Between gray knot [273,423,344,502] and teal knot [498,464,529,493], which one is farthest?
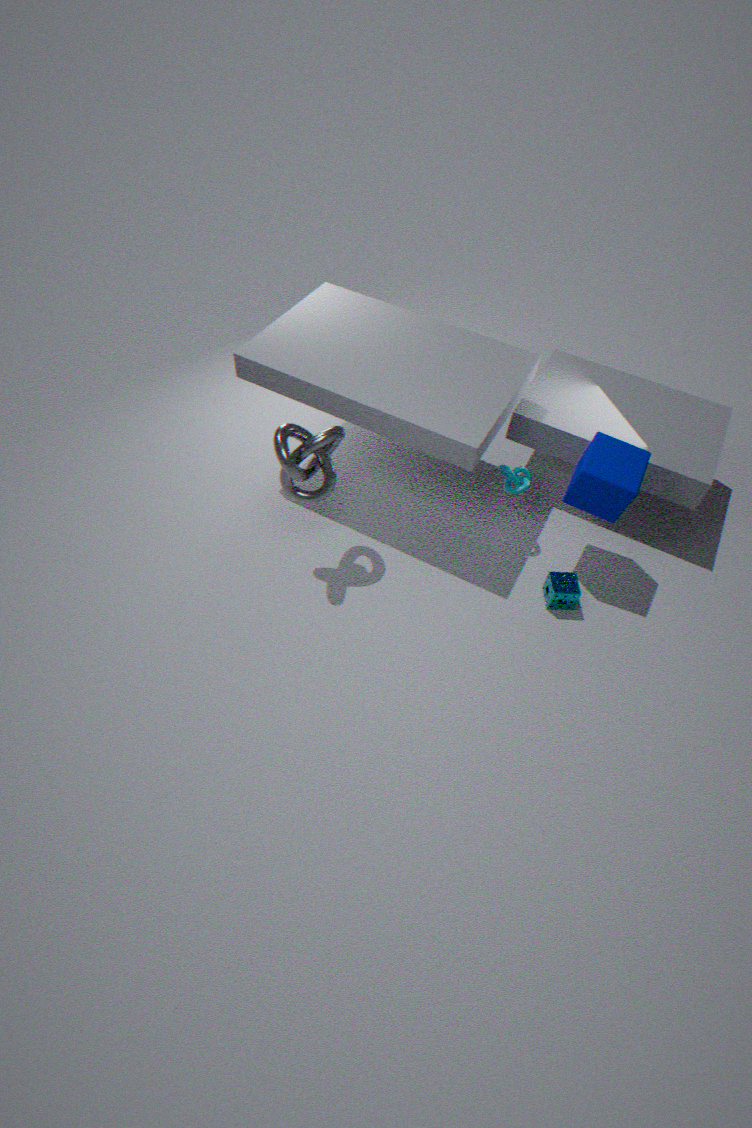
teal knot [498,464,529,493]
